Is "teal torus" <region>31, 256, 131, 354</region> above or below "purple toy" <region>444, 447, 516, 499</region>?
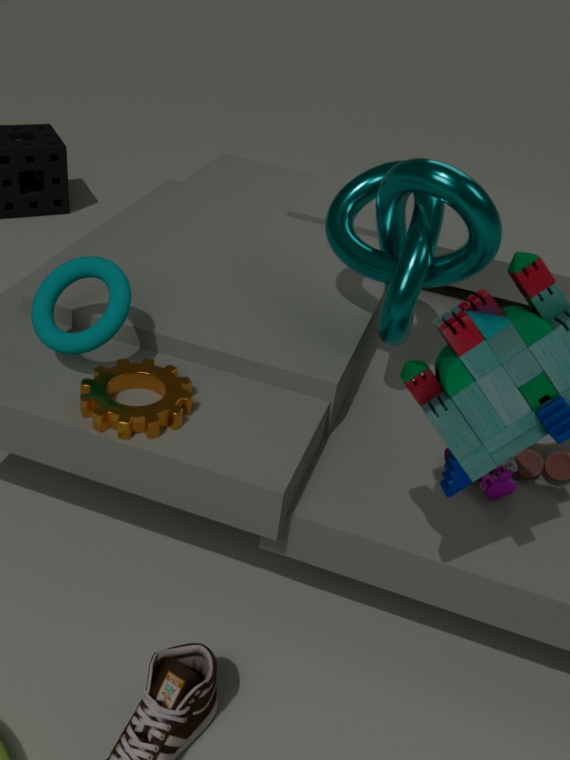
above
